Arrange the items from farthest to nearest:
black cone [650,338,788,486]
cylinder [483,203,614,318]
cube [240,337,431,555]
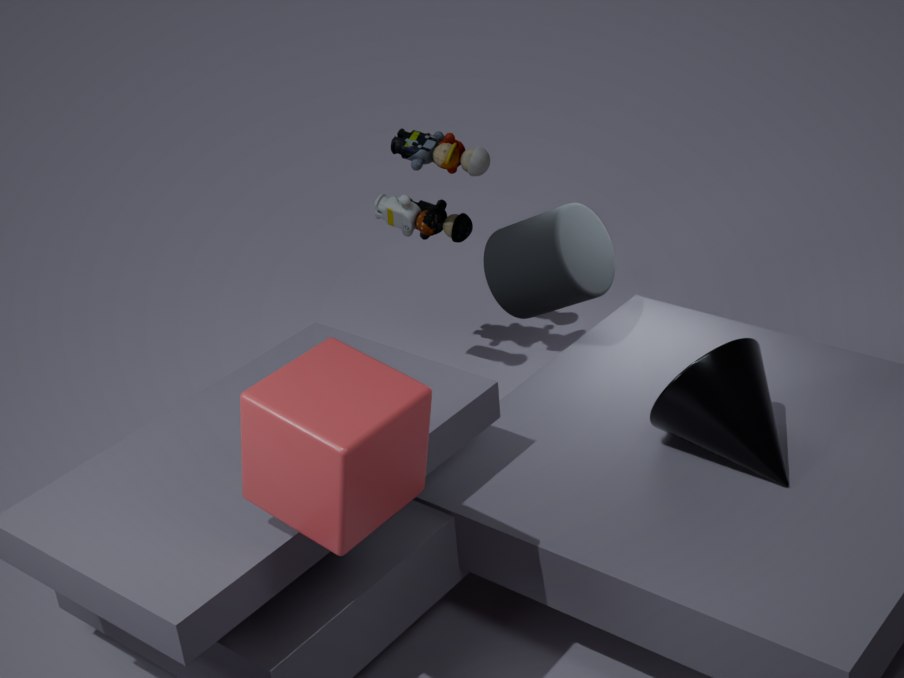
cylinder [483,203,614,318] → black cone [650,338,788,486] → cube [240,337,431,555]
